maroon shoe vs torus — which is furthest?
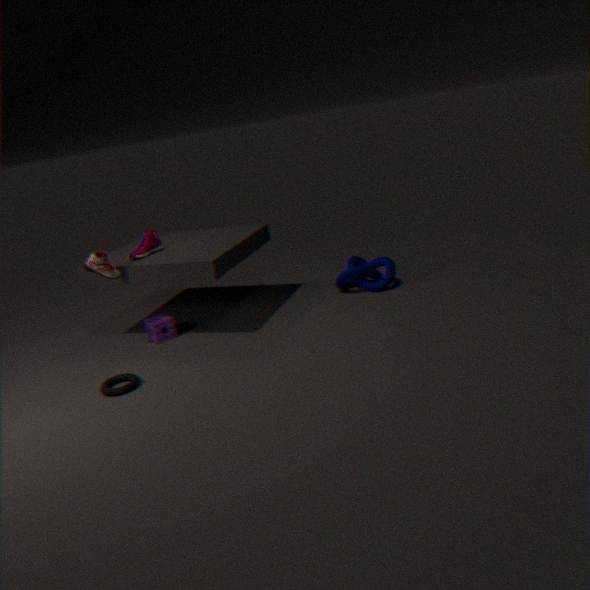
maroon shoe
